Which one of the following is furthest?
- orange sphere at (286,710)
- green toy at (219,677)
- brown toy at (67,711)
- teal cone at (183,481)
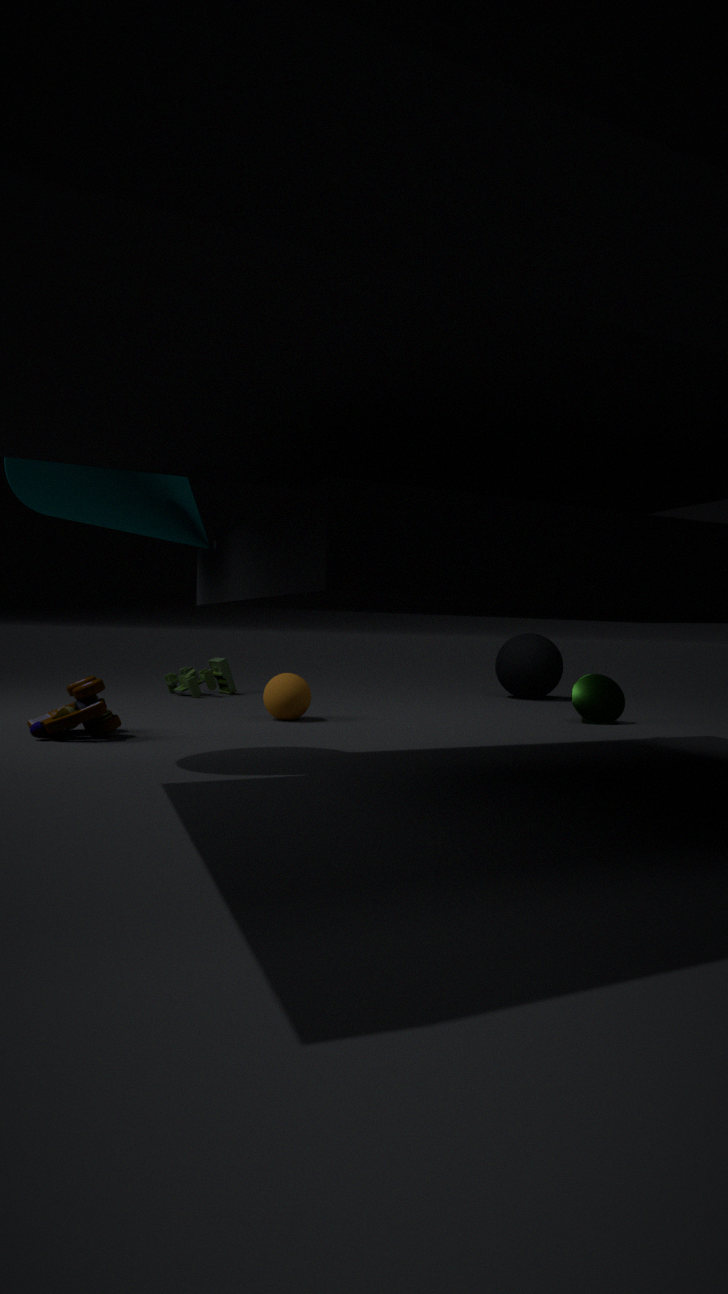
green toy at (219,677)
